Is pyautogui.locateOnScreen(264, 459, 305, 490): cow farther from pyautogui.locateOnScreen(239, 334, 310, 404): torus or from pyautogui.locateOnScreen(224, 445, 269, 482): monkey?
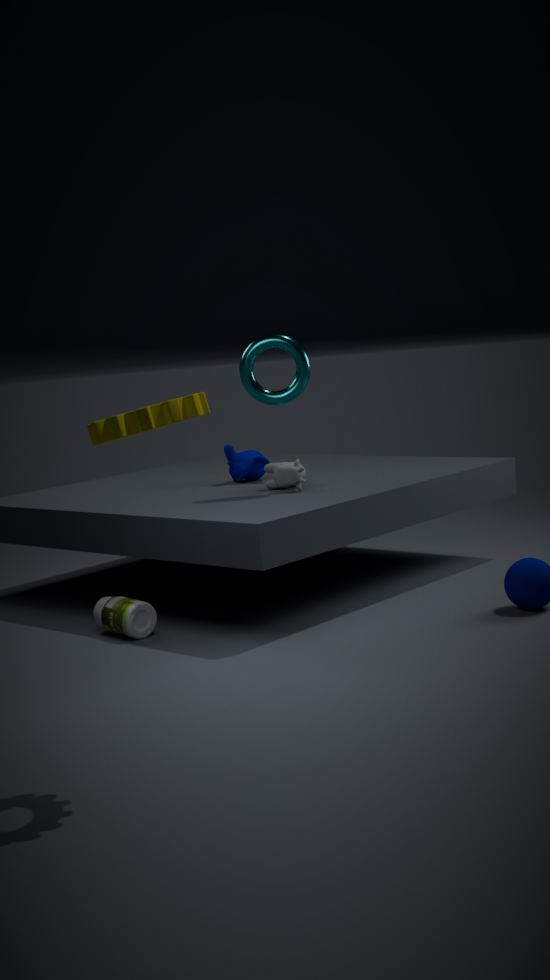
pyautogui.locateOnScreen(239, 334, 310, 404): torus
